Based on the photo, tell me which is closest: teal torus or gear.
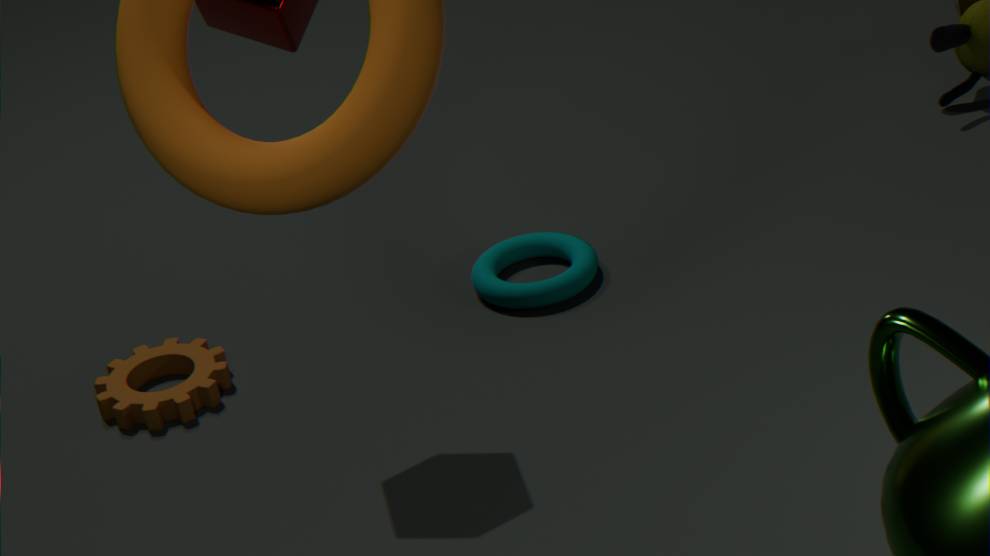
gear
